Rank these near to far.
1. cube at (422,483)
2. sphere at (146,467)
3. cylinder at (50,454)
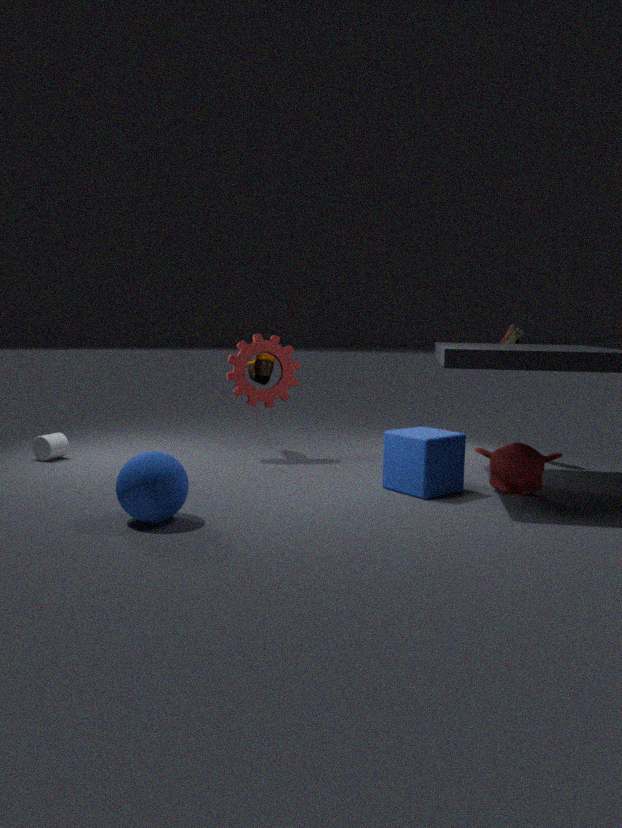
sphere at (146,467) → cube at (422,483) → cylinder at (50,454)
